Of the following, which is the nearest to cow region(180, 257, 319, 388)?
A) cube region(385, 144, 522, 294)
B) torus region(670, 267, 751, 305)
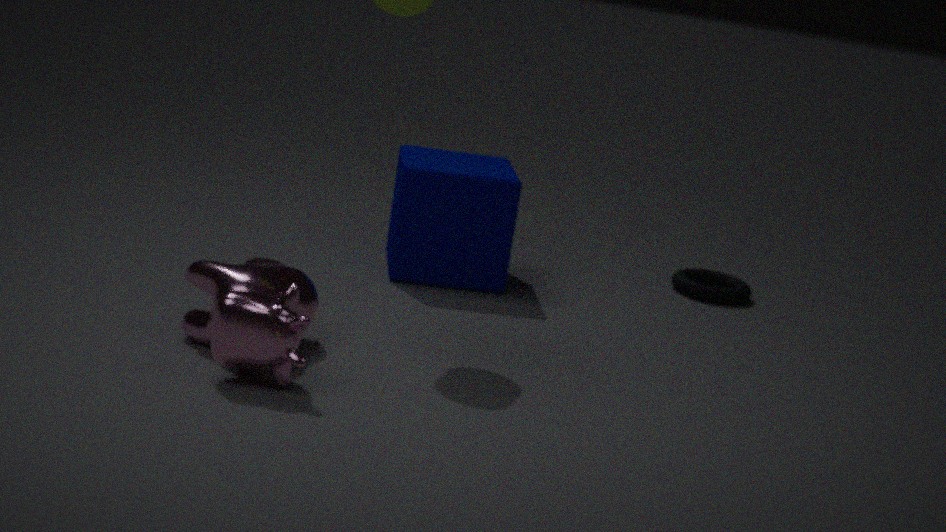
cube region(385, 144, 522, 294)
